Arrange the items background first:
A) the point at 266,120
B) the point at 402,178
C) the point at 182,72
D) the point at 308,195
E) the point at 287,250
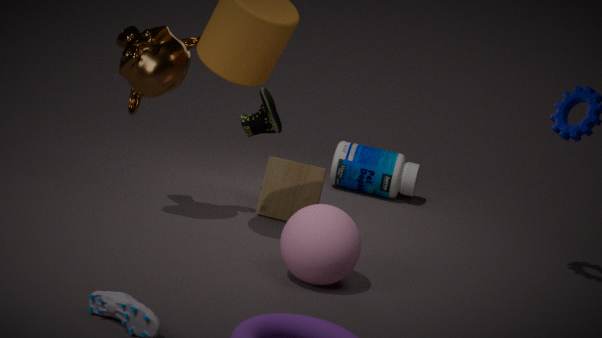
the point at 402,178, the point at 266,120, the point at 308,195, the point at 182,72, the point at 287,250
